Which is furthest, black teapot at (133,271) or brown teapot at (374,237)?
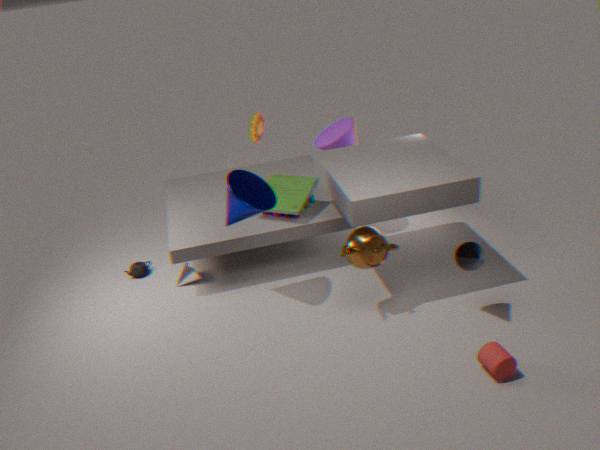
black teapot at (133,271)
